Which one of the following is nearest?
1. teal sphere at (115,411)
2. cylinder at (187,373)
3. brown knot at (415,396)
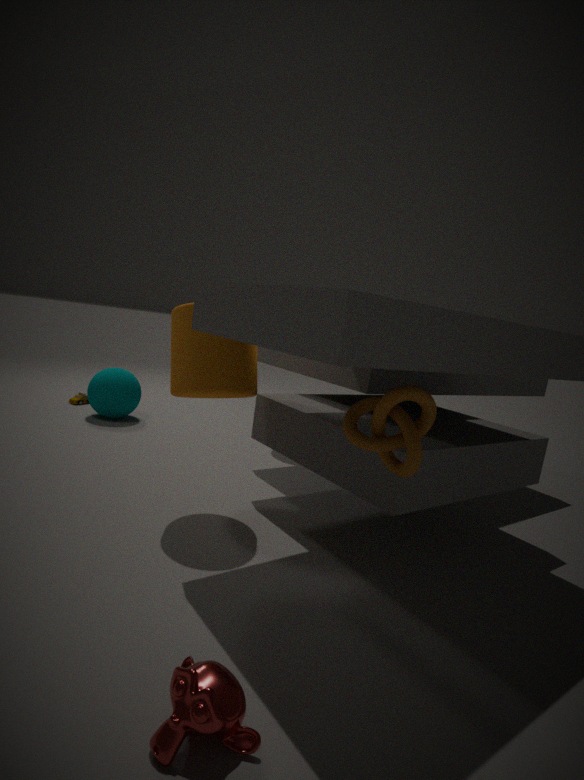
brown knot at (415,396)
